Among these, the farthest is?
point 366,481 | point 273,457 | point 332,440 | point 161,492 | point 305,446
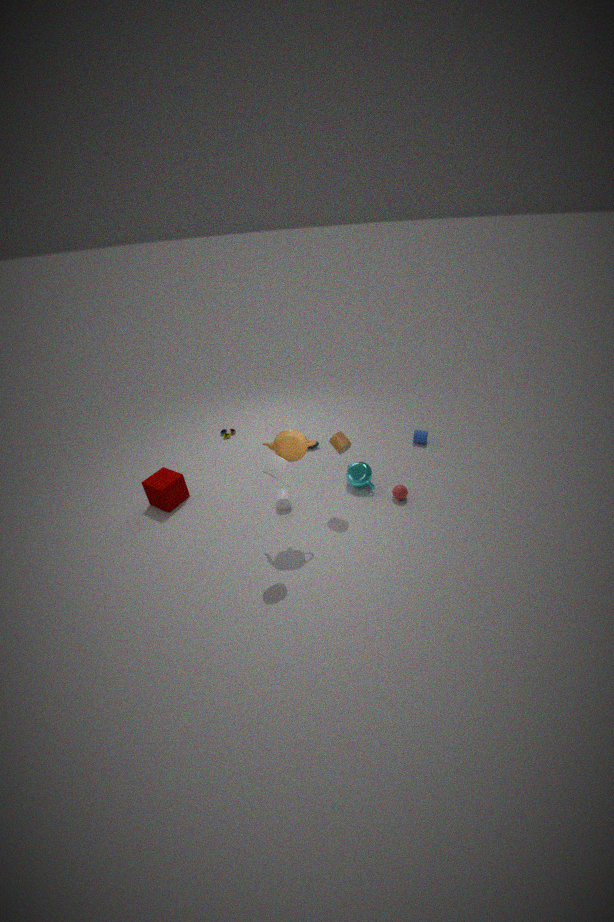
point 366,481
